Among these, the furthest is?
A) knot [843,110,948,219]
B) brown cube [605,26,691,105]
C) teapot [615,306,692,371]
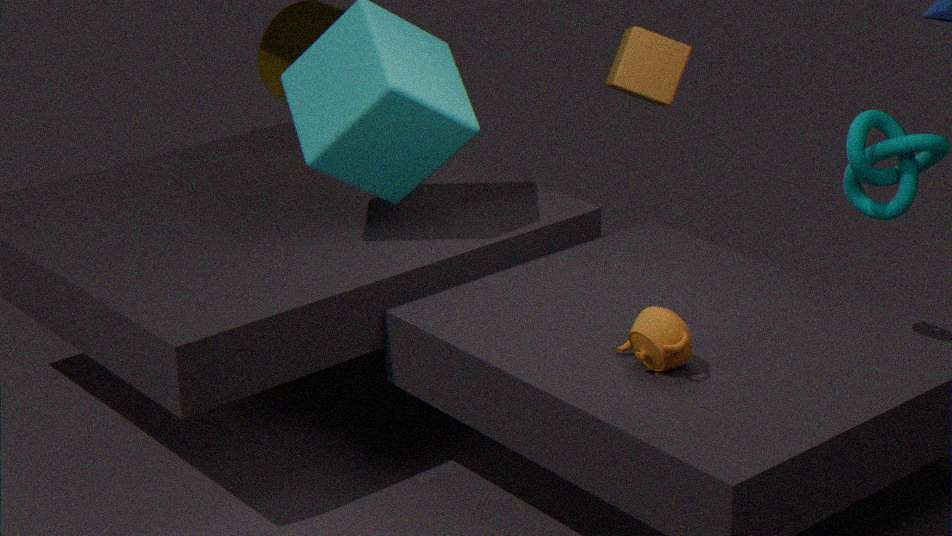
brown cube [605,26,691,105]
